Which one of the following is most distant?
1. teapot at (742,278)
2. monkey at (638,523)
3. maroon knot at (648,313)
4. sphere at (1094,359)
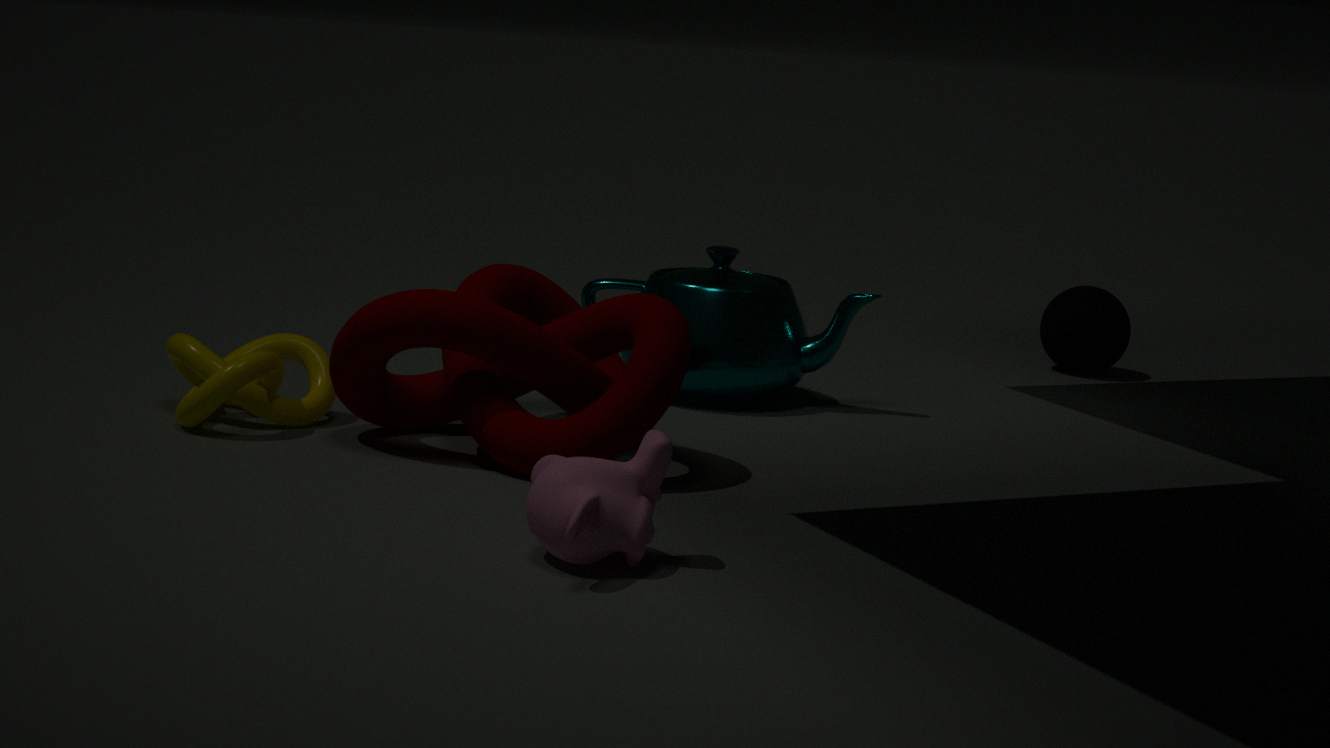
sphere at (1094,359)
